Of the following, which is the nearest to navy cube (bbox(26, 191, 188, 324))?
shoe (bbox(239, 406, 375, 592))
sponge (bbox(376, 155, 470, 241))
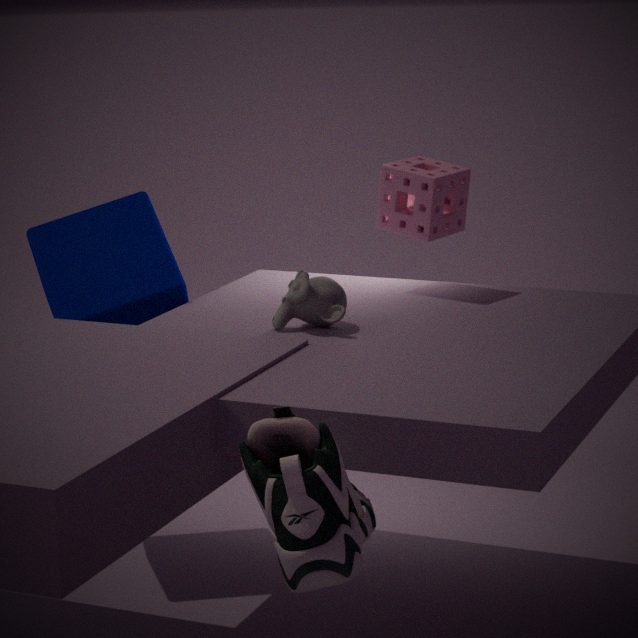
sponge (bbox(376, 155, 470, 241))
